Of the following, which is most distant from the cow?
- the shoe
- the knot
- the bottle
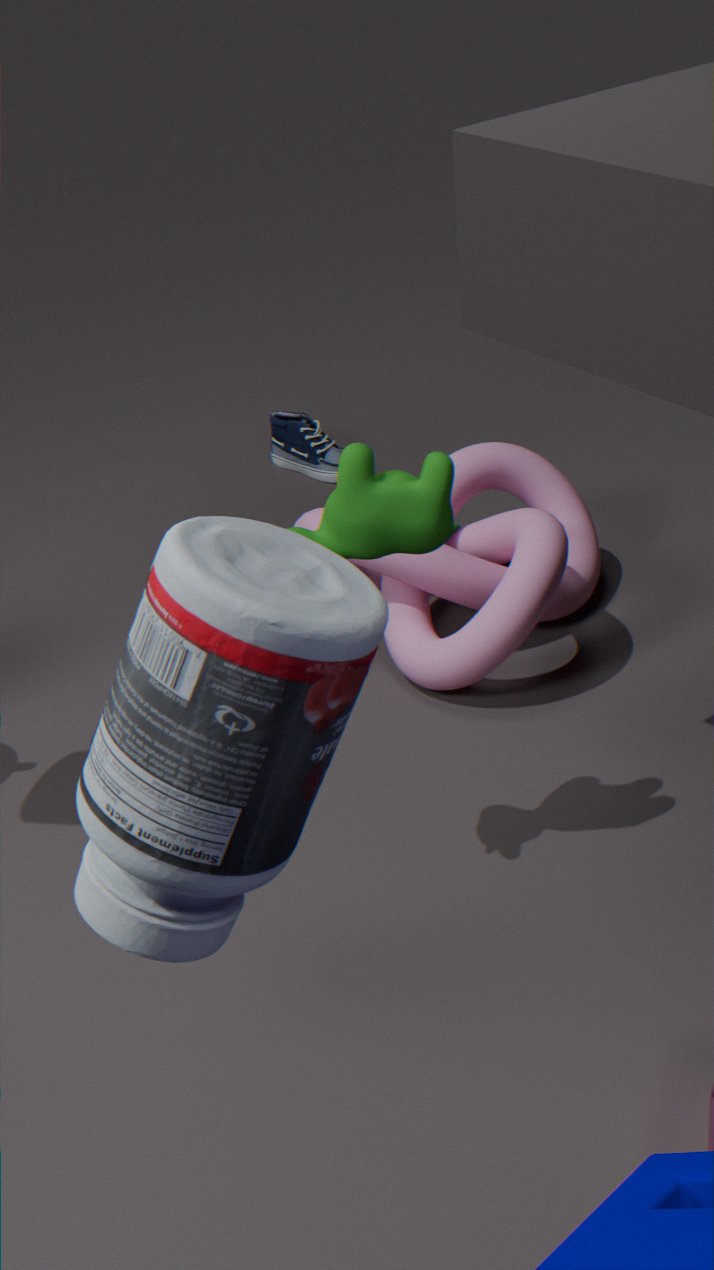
the shoe
